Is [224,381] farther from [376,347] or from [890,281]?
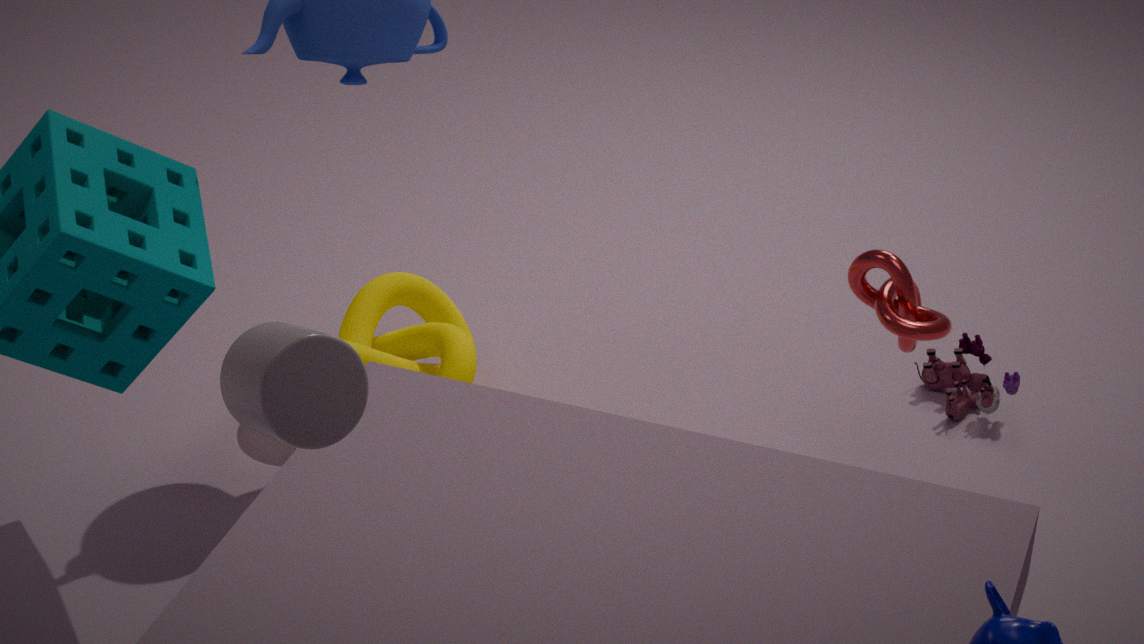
[890,281]
